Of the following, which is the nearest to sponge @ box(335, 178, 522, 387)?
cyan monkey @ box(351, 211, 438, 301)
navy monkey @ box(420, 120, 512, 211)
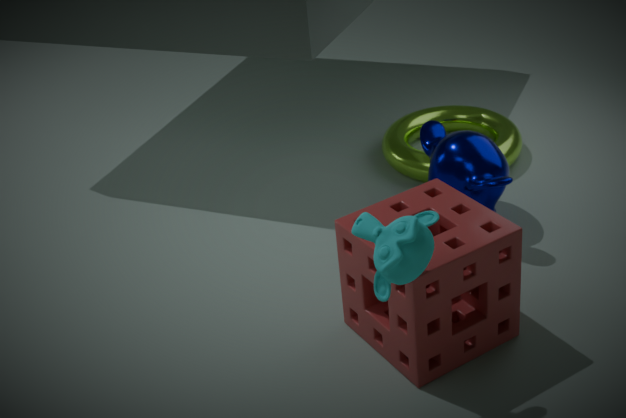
cyan monkey @ box(351, 211, 438, 301)
